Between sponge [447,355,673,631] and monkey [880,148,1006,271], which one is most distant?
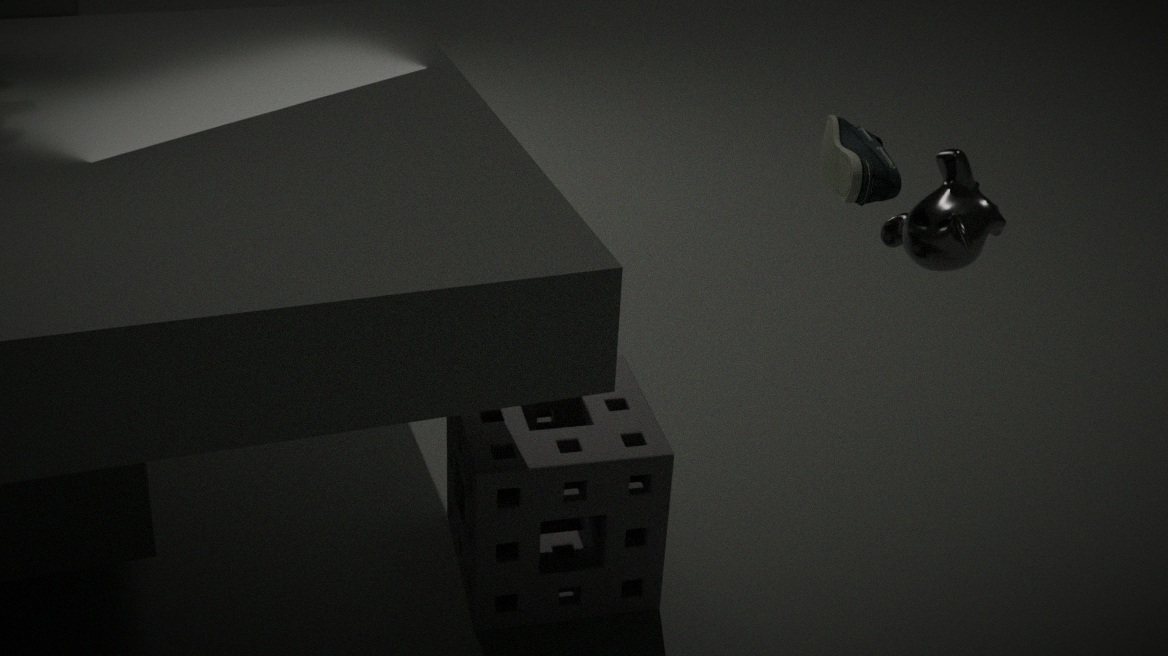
sponge [447,355,673,631]
